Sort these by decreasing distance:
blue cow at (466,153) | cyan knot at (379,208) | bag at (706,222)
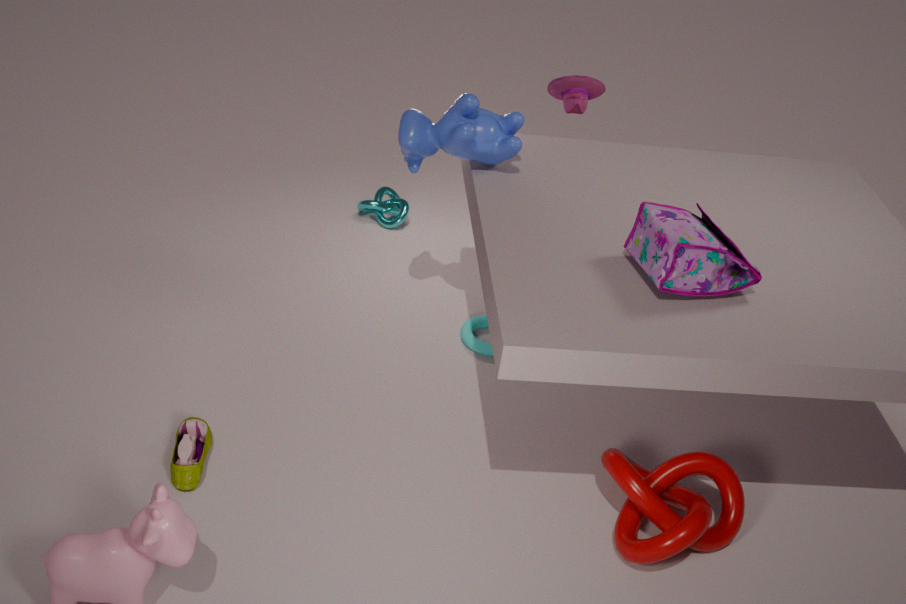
cyan knot at (379,208) < blue cow at (466,153) < bag at (706,222)
